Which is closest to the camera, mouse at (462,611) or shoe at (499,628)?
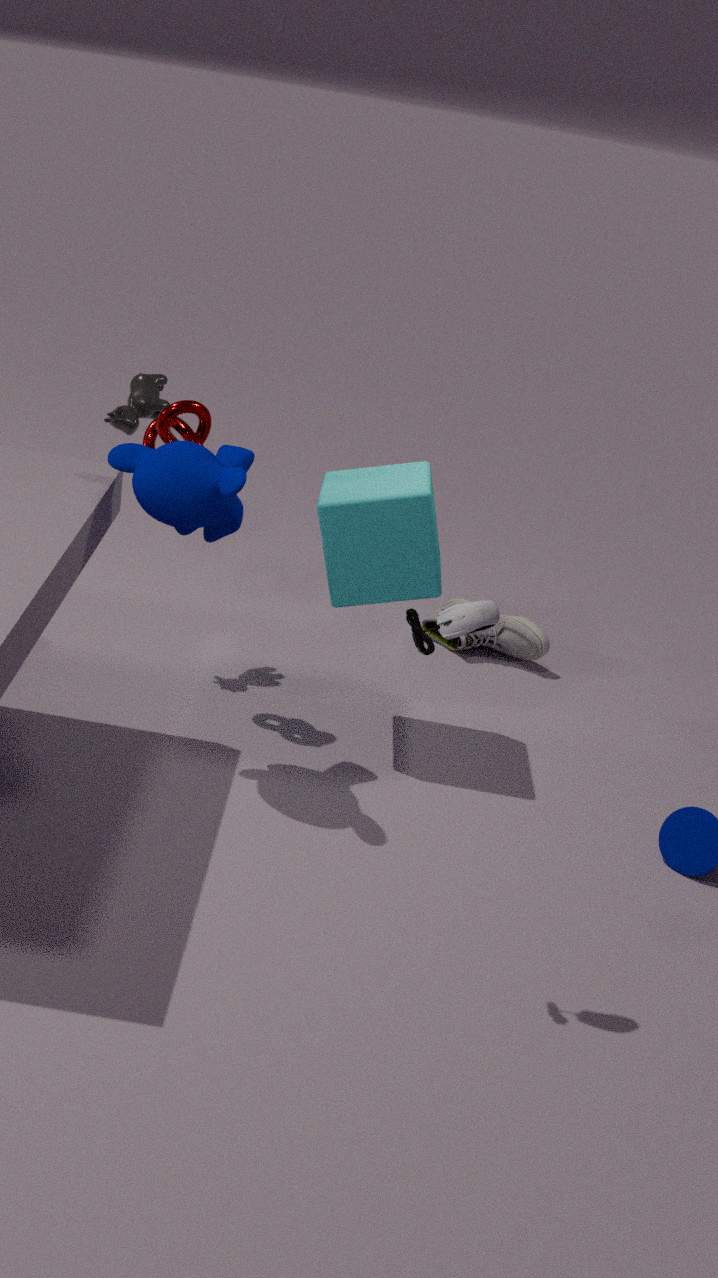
mouse at (462,611)
